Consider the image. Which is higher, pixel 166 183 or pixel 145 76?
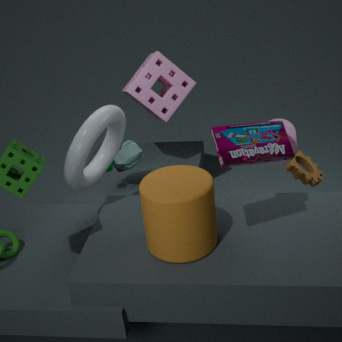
pixel 145 76
